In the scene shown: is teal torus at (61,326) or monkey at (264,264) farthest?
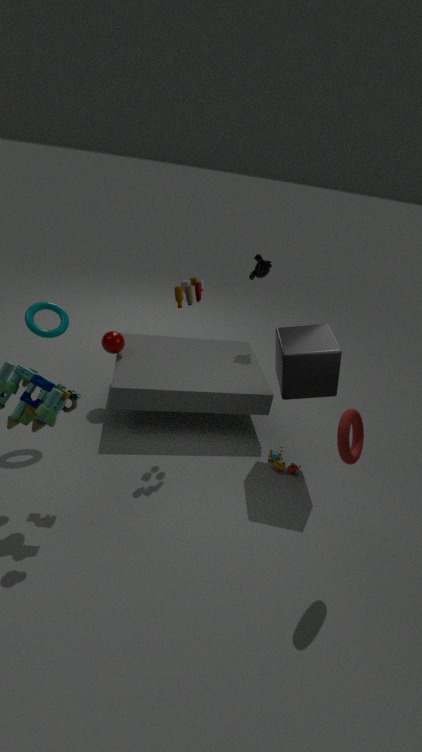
monkey at (264,264)
